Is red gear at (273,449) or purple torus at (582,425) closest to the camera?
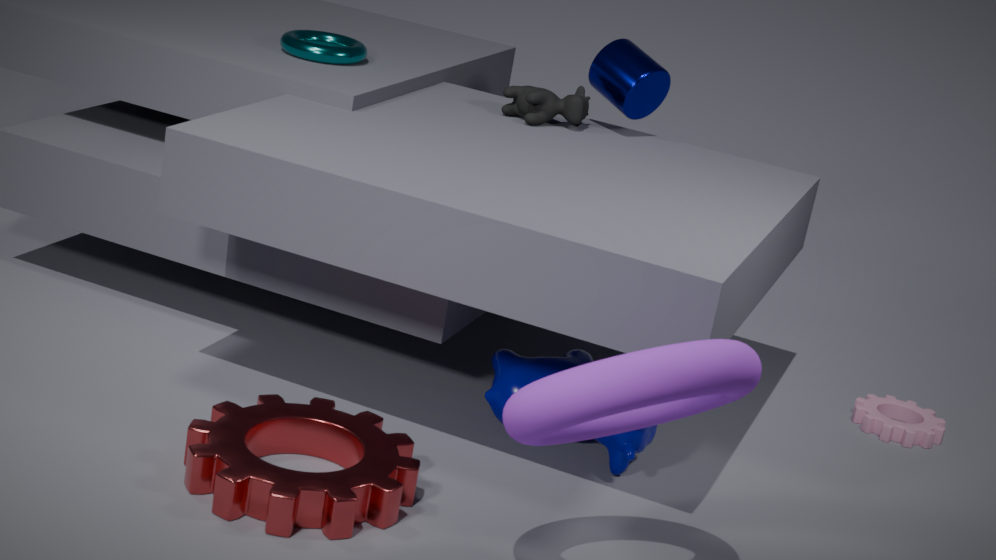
purple torus at (582,425)
